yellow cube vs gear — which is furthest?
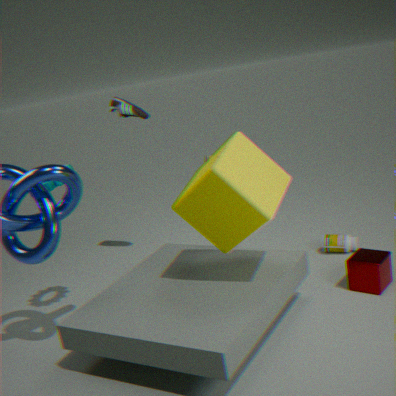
gear
